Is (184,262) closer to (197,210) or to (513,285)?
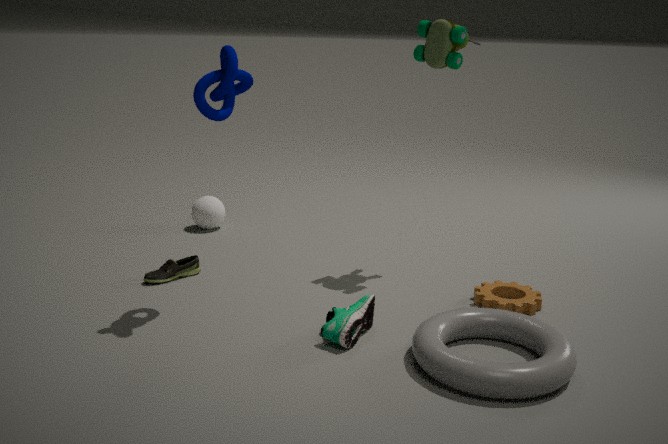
(197,210)
